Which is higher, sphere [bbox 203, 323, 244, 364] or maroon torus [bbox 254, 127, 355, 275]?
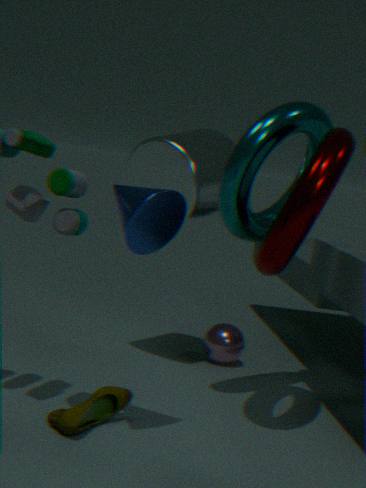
maroon torus [bbox 254, 127, 355, 275]
